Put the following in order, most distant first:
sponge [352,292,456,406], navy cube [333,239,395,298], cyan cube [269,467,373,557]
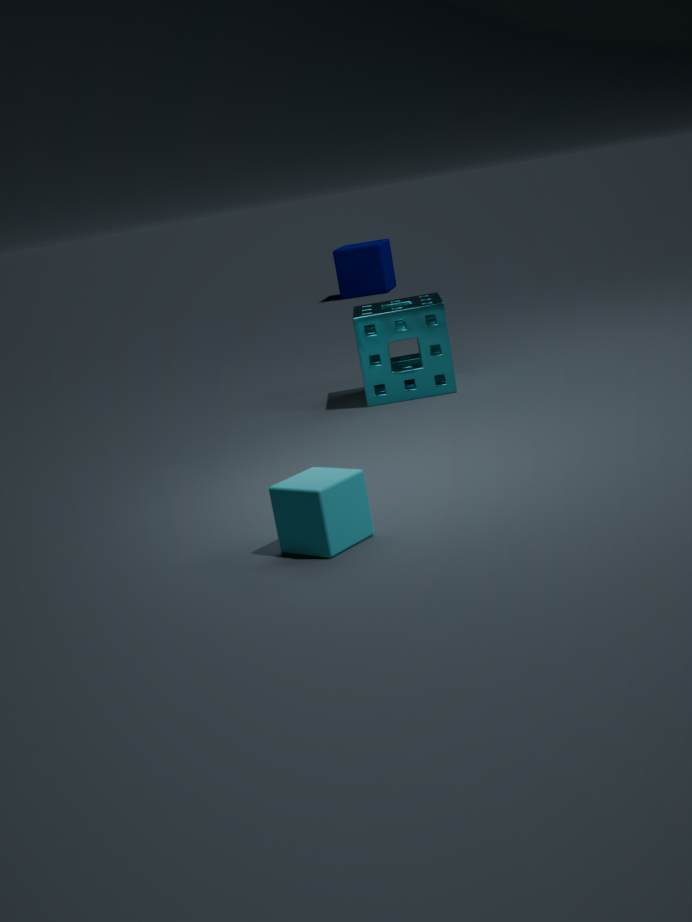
navy cube [333,239,395,298]
sponge [352,292,456,406]
cyan cube [269,467,373,557]
